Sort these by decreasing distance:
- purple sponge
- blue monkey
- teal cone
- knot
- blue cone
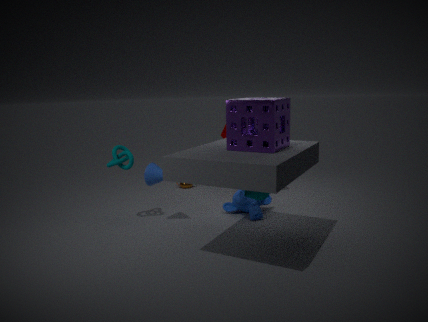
1. blue monkey
2. knot
3. blue cone
4. teal cone
5. purple sponge
